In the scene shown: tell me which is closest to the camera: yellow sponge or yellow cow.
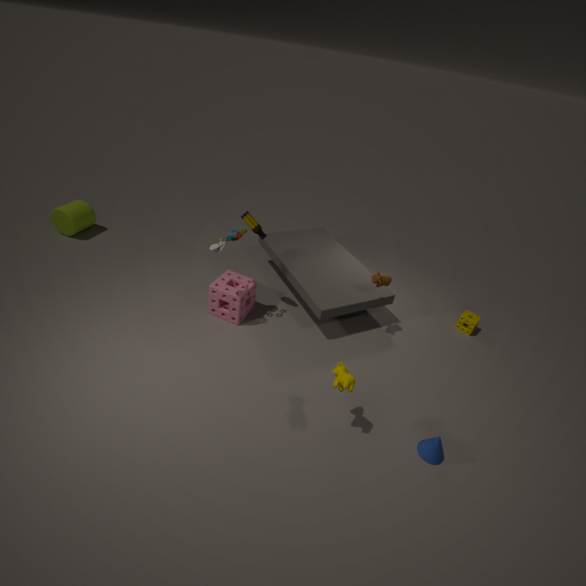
A: yellow cow
